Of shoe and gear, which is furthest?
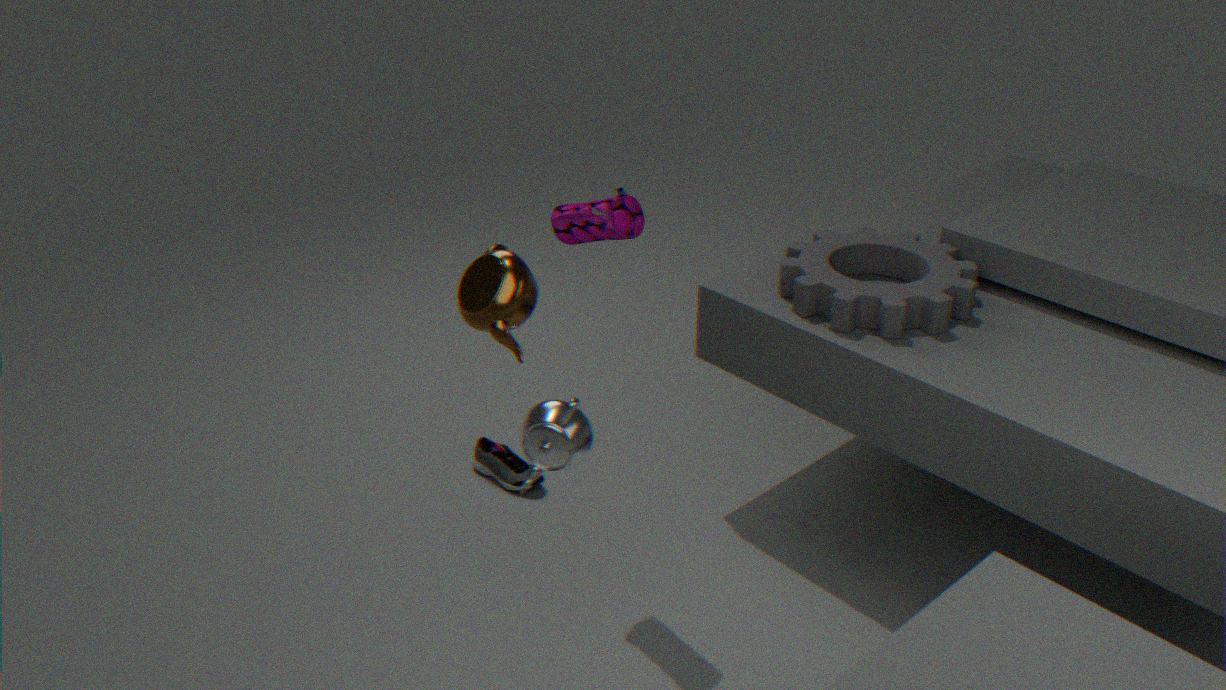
shoe
